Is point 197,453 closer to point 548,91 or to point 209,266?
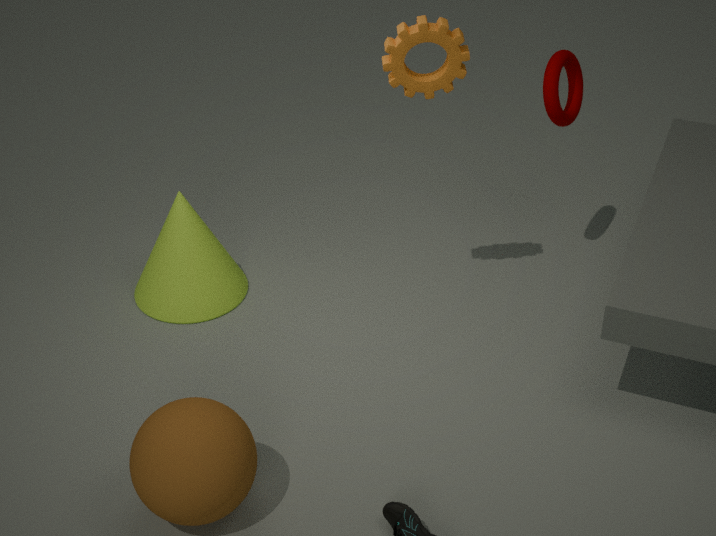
point 209,266
